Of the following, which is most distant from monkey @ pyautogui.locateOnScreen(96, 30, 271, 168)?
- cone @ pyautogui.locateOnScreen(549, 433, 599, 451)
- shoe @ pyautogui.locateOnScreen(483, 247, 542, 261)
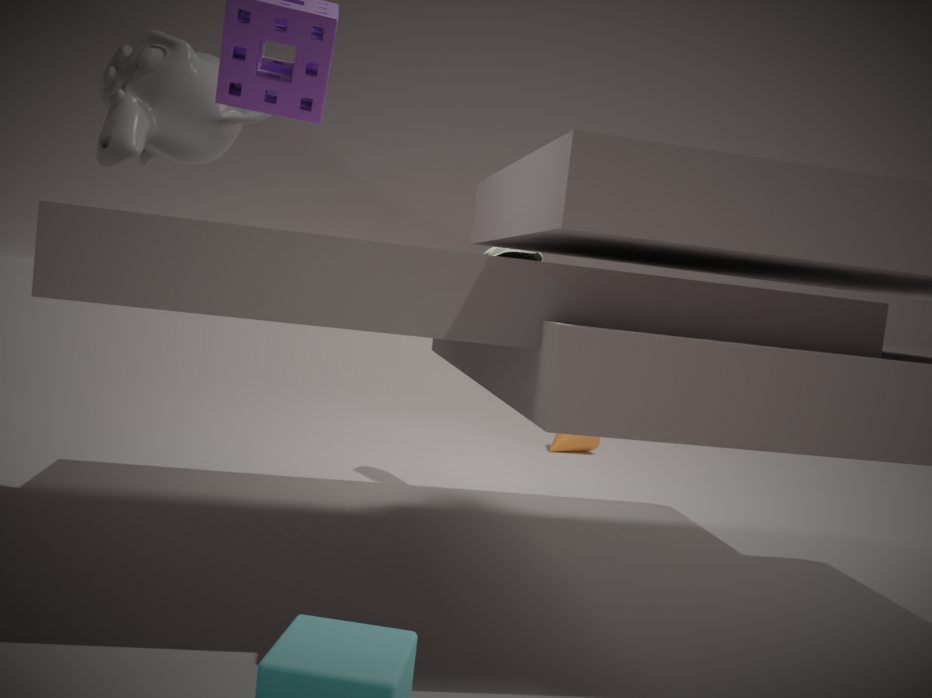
cone @ pyautogui.locateOnScreen(549, 433, 599, 451)
